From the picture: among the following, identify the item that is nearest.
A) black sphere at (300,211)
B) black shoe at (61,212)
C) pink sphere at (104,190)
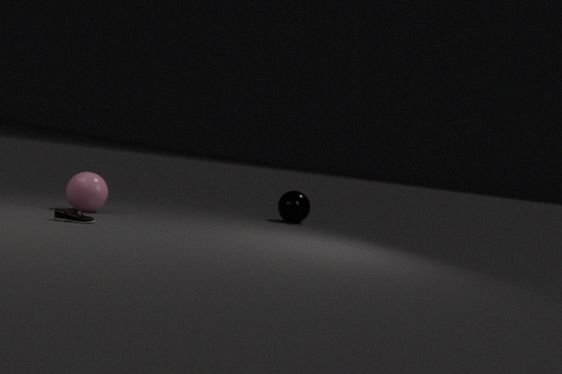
black shoe at (61,212)
